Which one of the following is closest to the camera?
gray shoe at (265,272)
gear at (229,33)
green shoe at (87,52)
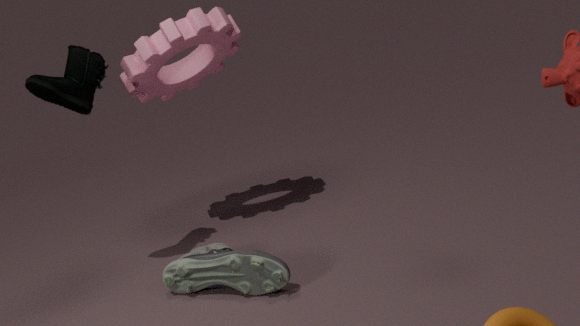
gray shoe at (265,272)
